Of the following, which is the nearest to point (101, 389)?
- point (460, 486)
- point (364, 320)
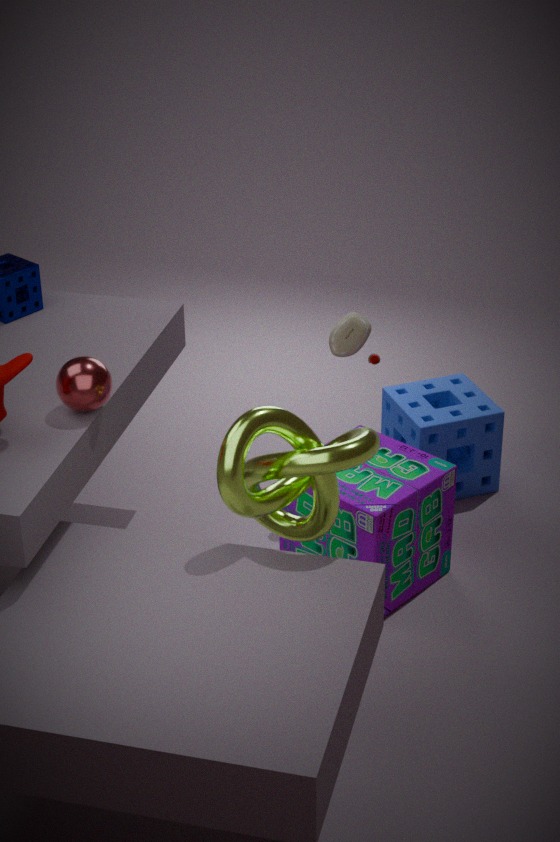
point (364, 320)
